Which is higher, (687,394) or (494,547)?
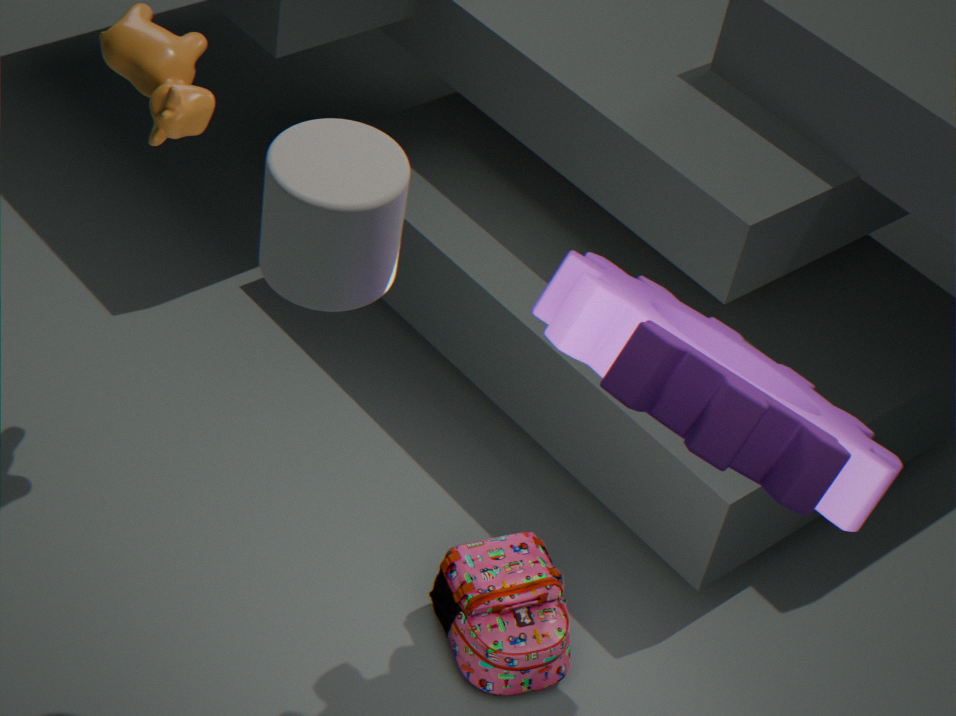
(687,394)
